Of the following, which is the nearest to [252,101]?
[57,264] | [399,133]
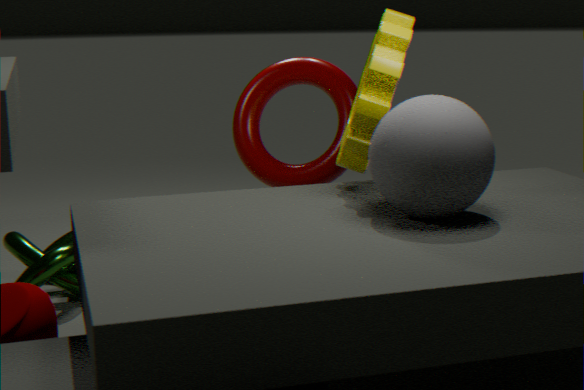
[399,133]
